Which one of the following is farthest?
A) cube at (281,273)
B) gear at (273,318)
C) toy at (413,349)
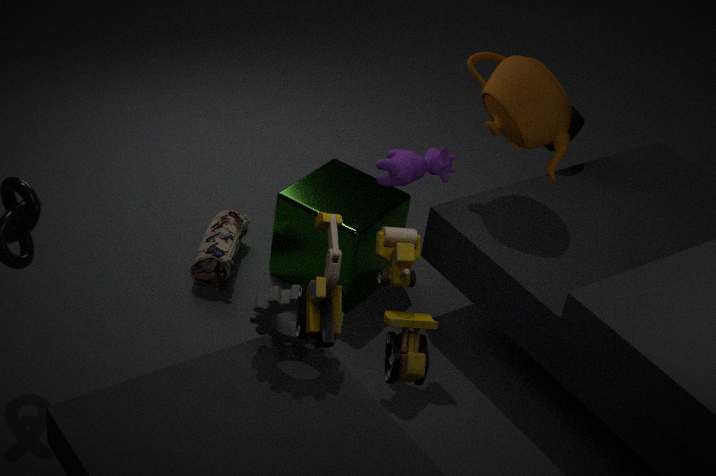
cube at (281,273)
